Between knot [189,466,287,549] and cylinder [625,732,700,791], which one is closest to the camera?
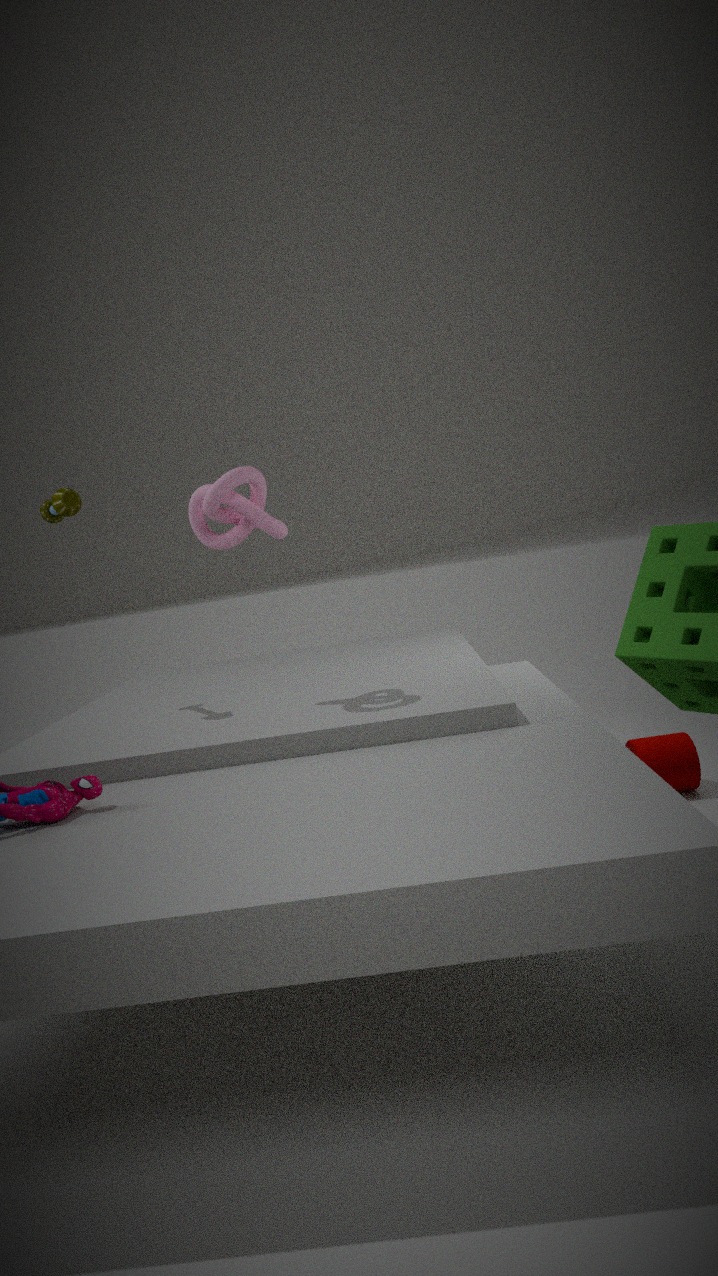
knot [189,466,287,549]
